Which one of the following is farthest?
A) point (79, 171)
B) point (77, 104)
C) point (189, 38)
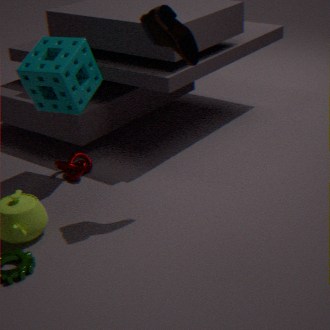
point (79, 171)
